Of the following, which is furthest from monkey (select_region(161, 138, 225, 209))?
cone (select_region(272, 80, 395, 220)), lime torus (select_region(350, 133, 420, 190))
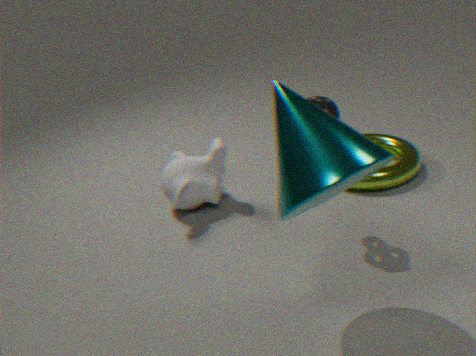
cone (select_region(272, 80, 395, 220))
